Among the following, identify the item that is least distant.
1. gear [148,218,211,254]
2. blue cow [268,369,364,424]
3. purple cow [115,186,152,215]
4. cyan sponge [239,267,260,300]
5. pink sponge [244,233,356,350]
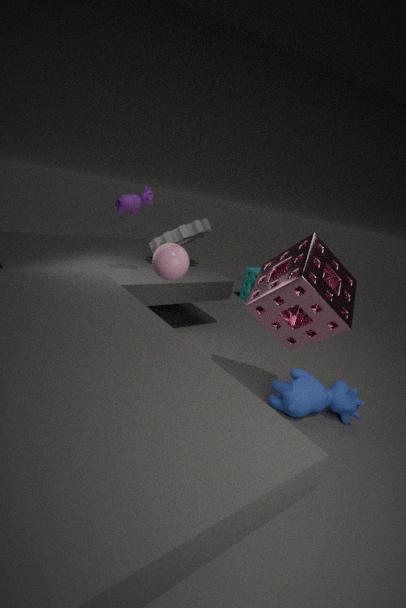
pink sponge [244,233,356,350]
